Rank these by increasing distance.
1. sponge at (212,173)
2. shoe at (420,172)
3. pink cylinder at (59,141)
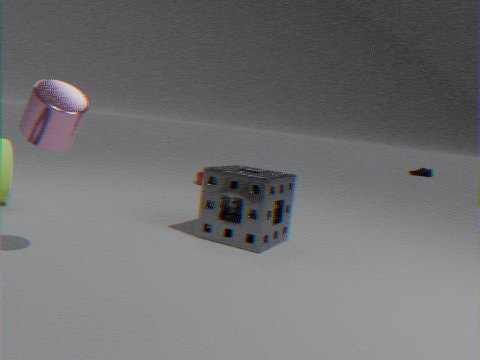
pink cylinder at (59,141) < sponge at (212,173) < shoe at (420,172)
